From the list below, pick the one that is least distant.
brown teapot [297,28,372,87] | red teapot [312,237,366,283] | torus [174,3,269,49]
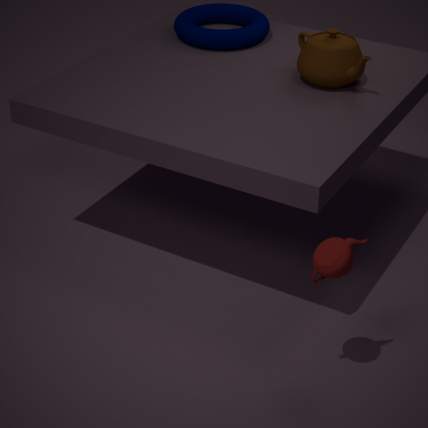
red teapot [312,237,366,283]
